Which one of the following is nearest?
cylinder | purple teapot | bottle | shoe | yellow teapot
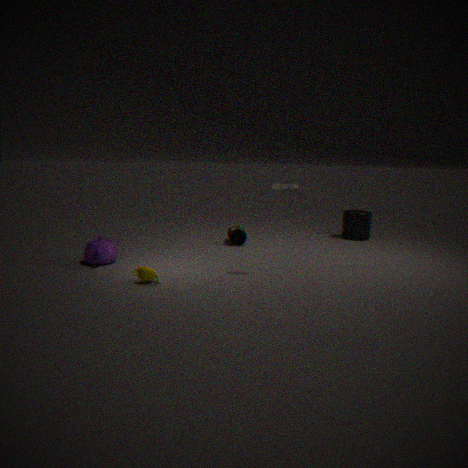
yellow teapot
